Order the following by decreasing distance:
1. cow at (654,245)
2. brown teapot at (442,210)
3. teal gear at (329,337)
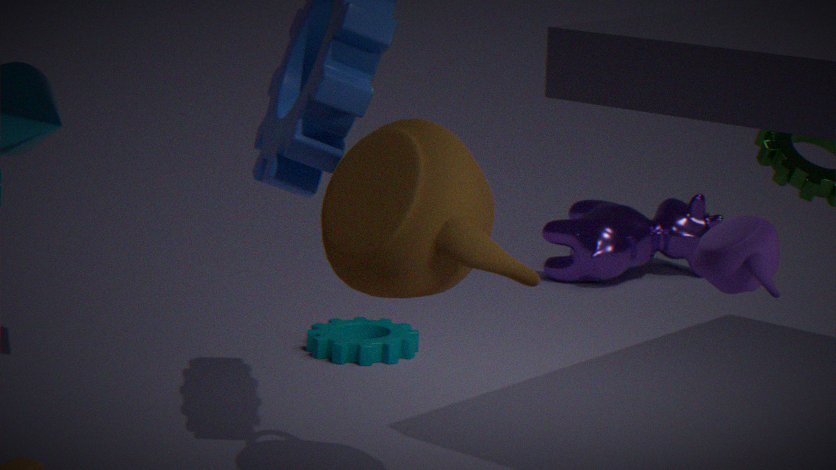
cow at (654,245) < teal gear at (329,337) < brown teapot at (442,210)
